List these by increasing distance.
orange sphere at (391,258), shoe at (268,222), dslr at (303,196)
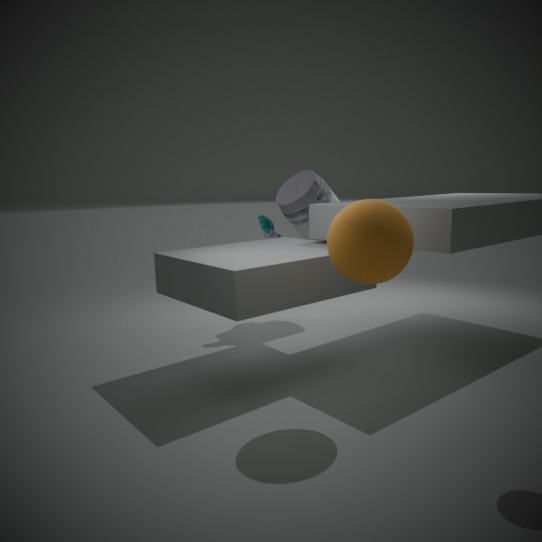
orange sphere at (391,258), shoe at (268,222), dslr at (303,196)
